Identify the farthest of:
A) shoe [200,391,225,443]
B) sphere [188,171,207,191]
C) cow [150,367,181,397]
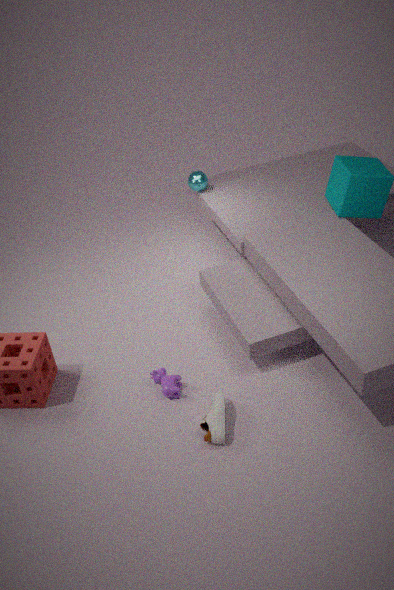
sphere [188,171,207,191]
